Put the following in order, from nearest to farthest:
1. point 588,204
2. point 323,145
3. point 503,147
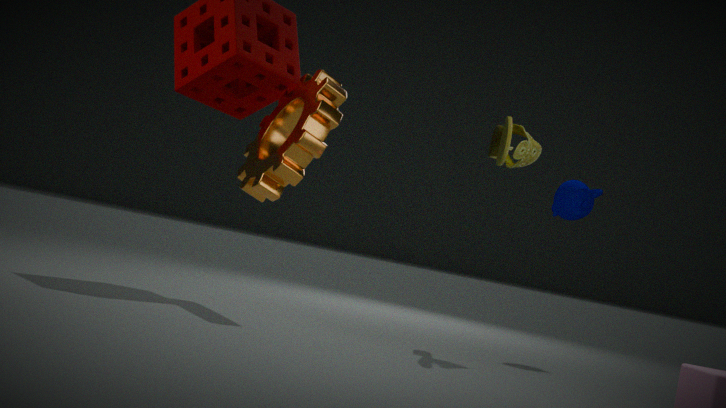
point 503,147
point 323,145
point 588,204
